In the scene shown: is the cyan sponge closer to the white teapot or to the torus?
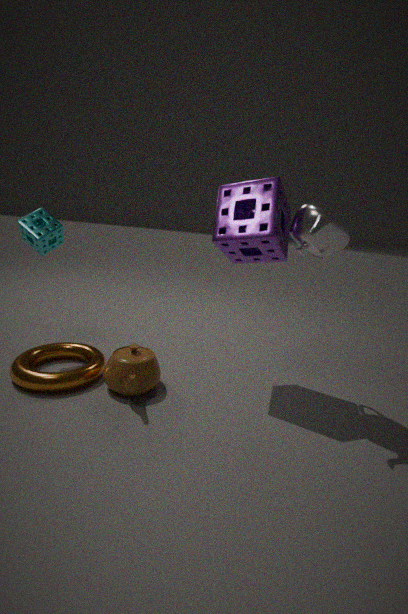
the torus
